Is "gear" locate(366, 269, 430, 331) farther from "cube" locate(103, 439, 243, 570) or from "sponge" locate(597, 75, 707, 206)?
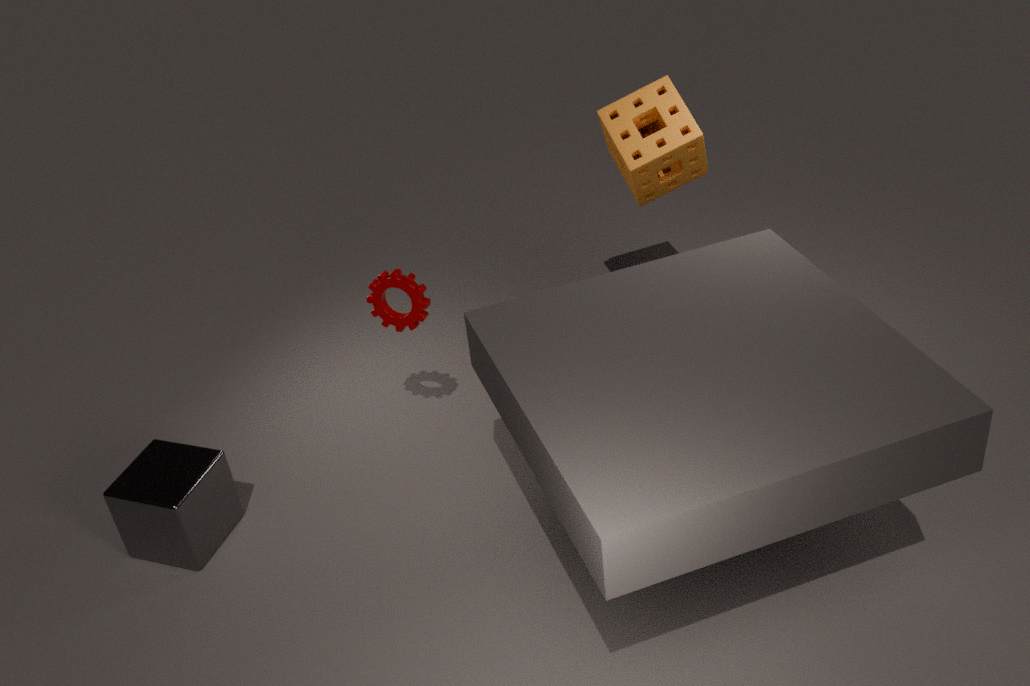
"sponge" locate(597, 75, 707, 206)
